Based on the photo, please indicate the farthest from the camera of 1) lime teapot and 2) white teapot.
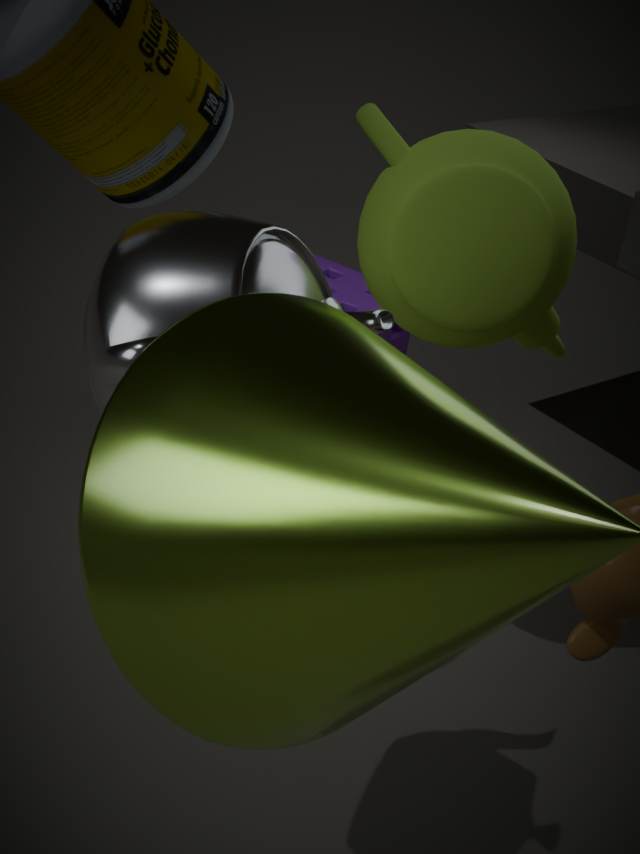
1. lime teapot
